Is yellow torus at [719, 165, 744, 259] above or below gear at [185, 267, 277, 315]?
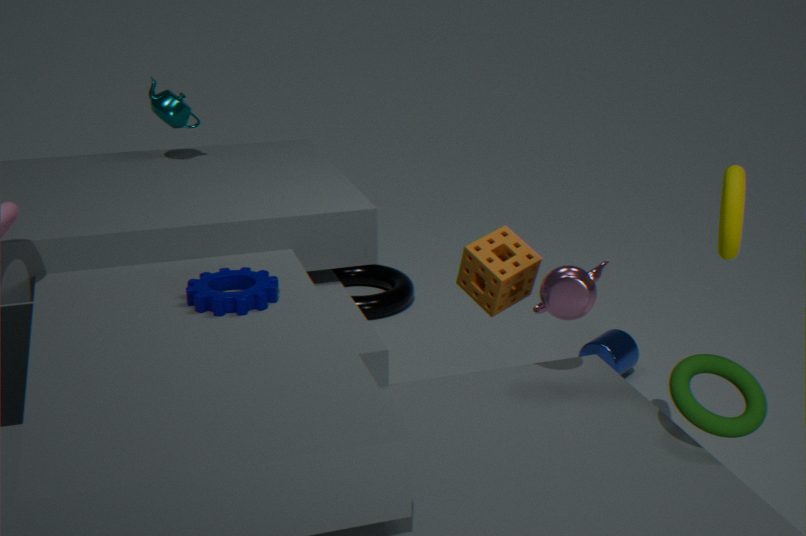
above
